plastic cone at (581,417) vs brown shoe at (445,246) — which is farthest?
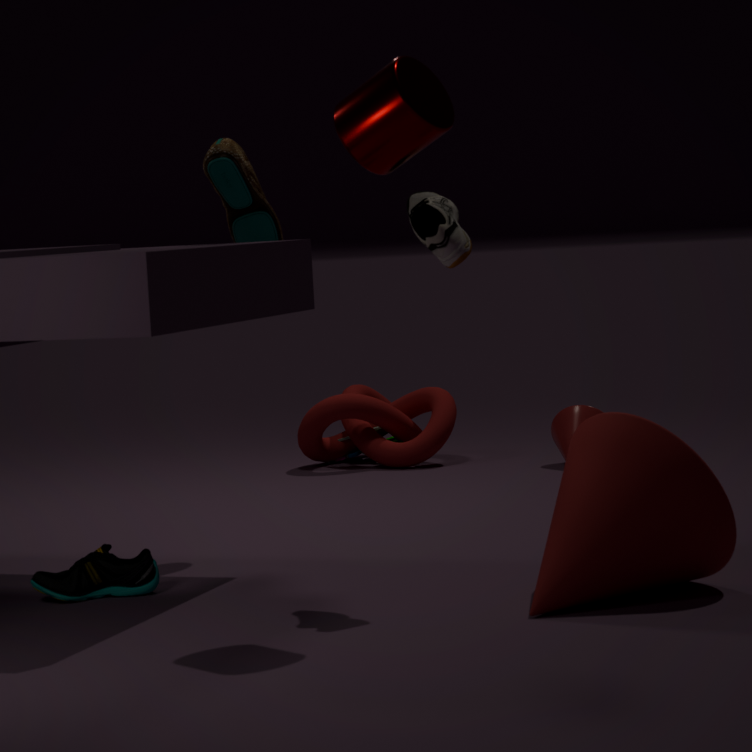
plastic cone at (581,417)
